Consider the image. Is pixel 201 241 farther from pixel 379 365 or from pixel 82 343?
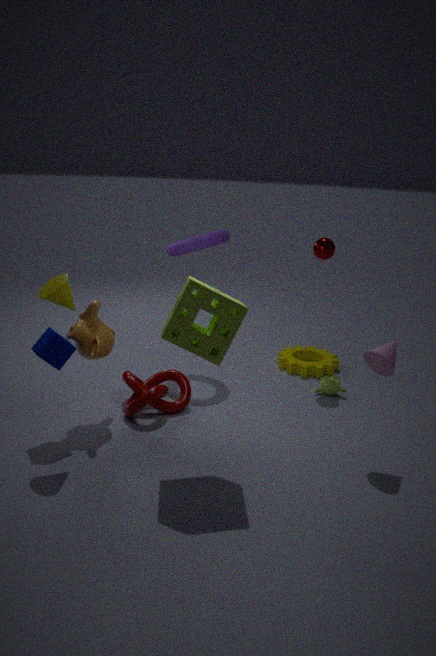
pixel 379 365
